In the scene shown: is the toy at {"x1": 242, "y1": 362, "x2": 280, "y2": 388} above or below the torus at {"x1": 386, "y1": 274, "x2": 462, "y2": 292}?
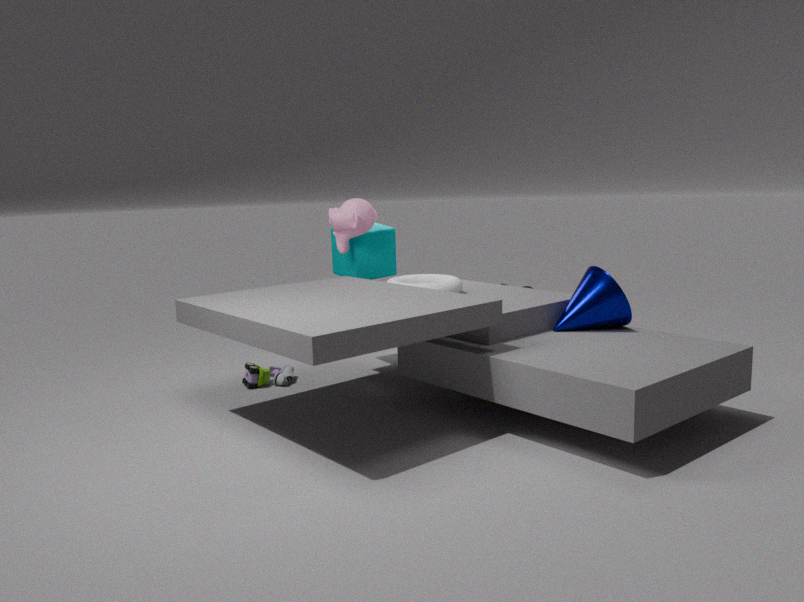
below
